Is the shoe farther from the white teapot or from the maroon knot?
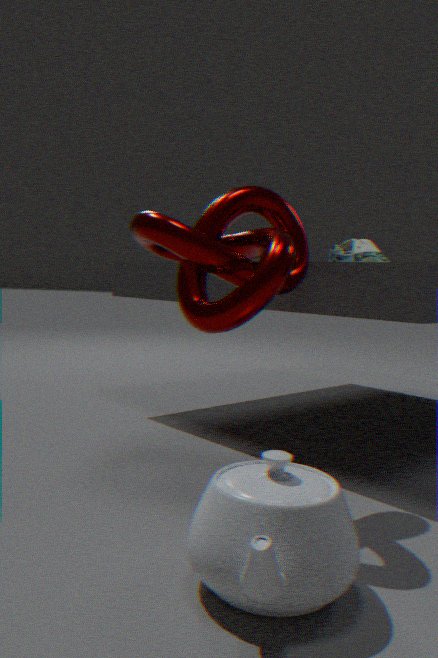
the white teapot
